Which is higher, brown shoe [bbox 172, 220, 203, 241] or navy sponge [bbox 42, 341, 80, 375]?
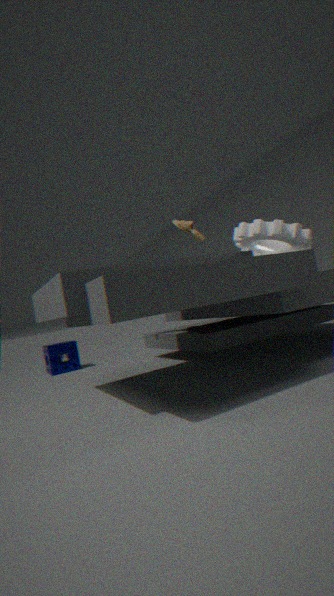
brown shoe [bbox 172, 220, 203, 241]
